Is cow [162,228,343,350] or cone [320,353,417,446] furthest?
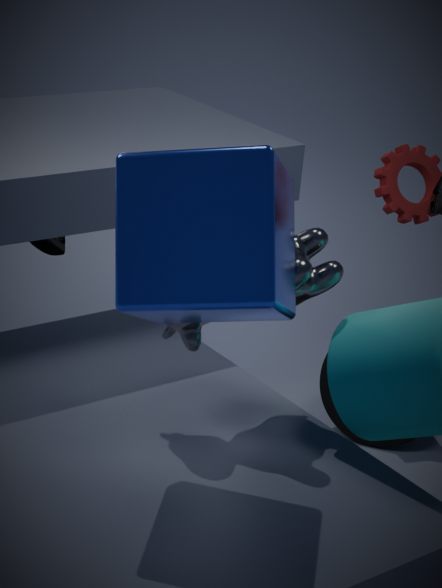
cone [320,353,417,446]
